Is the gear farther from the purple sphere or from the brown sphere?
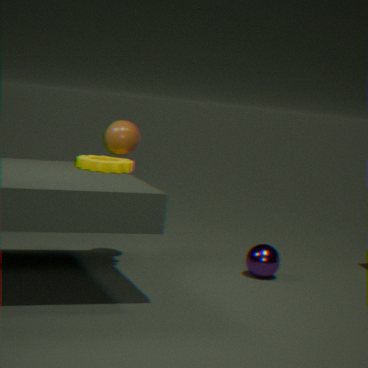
the purple sphere
